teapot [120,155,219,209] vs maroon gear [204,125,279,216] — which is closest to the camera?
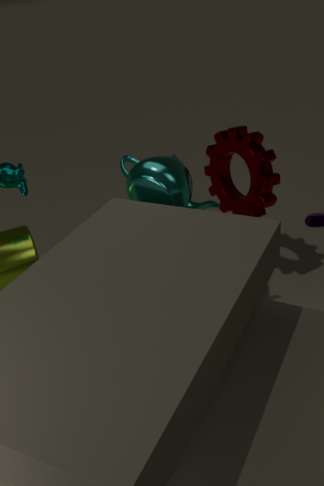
teapot [120,155,219,209]
